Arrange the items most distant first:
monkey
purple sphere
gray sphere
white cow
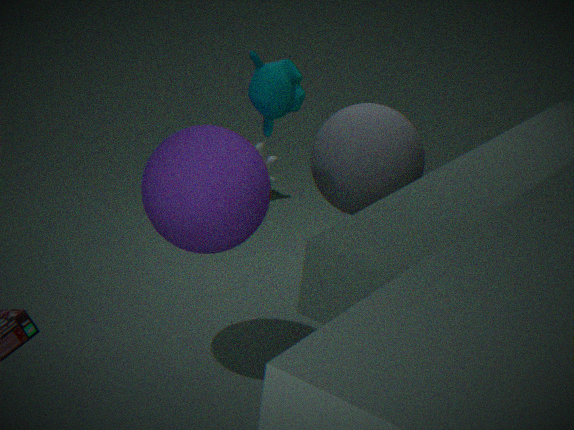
white cow → gray sphere → monkey → purple sphere
